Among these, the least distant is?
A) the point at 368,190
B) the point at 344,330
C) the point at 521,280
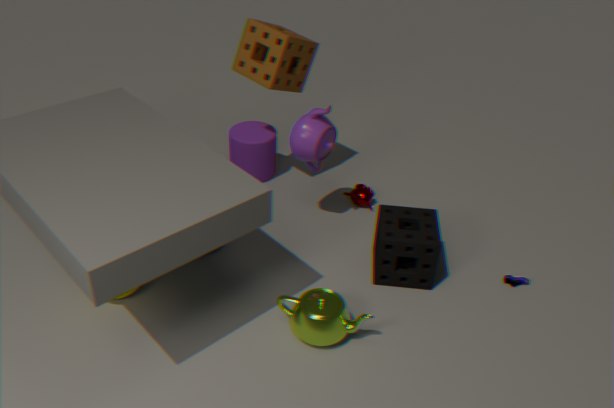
the point at 344,330
